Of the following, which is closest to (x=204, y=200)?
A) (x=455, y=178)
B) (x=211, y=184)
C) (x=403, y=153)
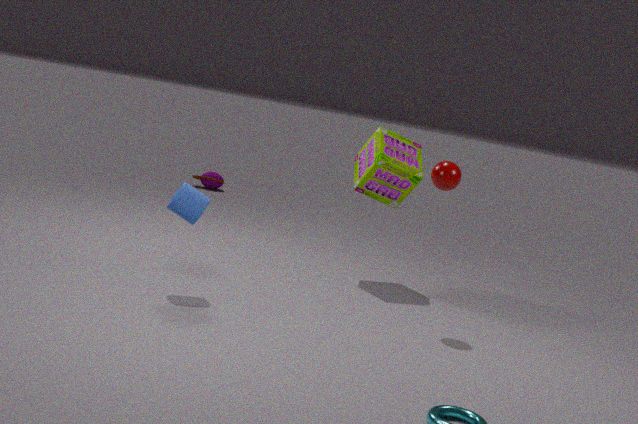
(x=455, y=178)
